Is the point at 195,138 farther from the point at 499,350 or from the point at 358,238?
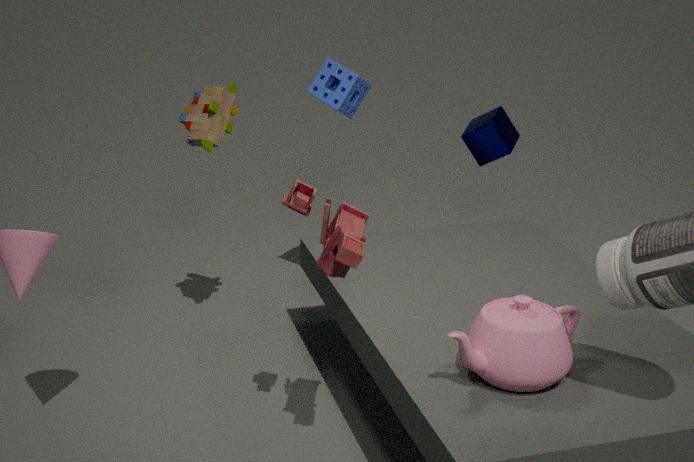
the point at 499,350
